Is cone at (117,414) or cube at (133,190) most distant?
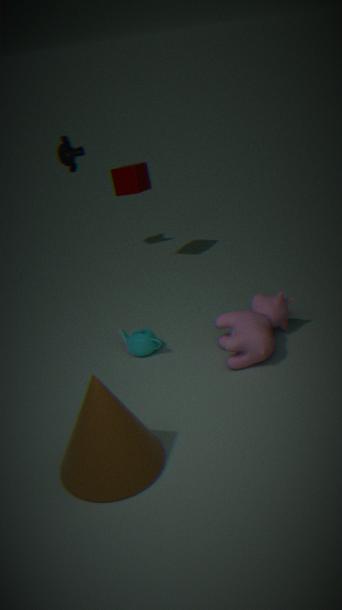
cube at (133,190)
